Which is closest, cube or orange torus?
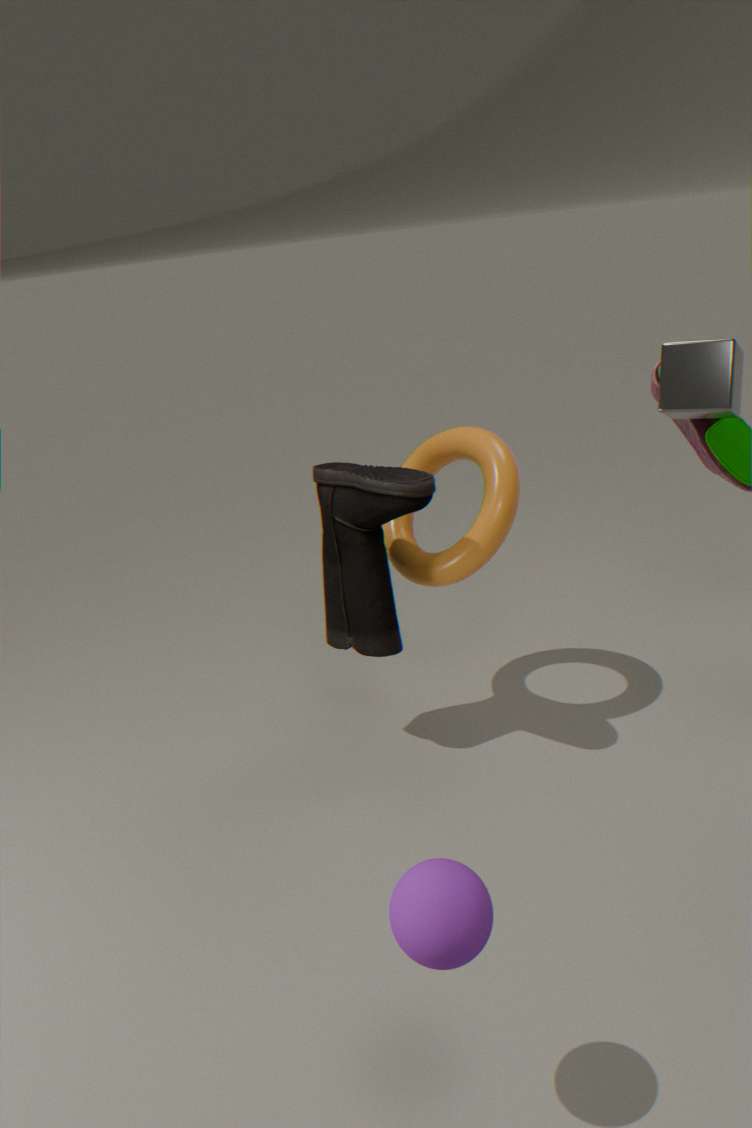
cube
